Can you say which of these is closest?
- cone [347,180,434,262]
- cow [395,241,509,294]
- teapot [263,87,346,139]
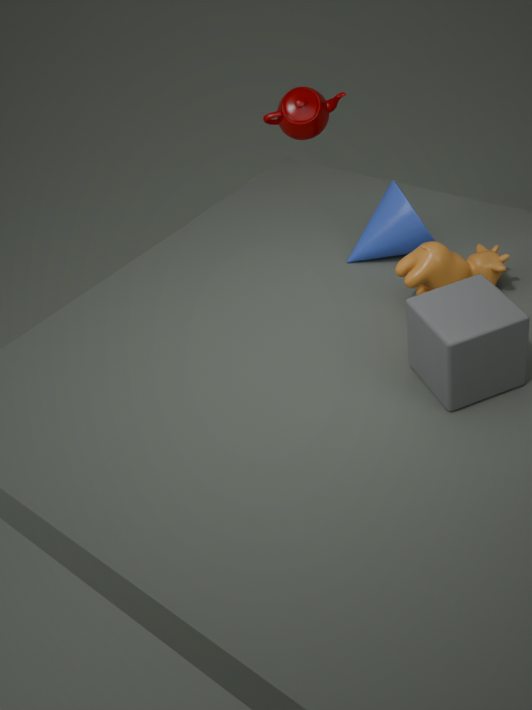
cow [395,241,509,294]
